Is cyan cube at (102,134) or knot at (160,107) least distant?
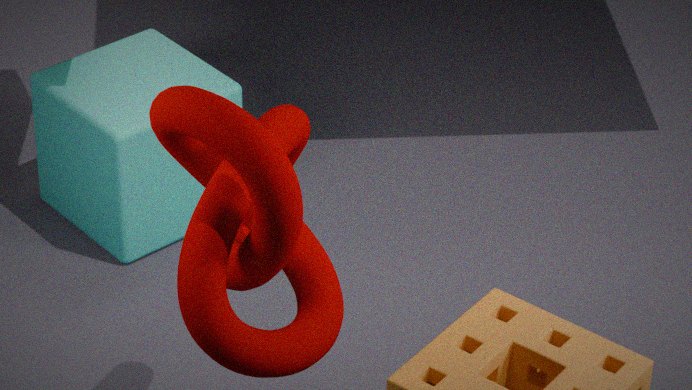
knot at (160,107)
